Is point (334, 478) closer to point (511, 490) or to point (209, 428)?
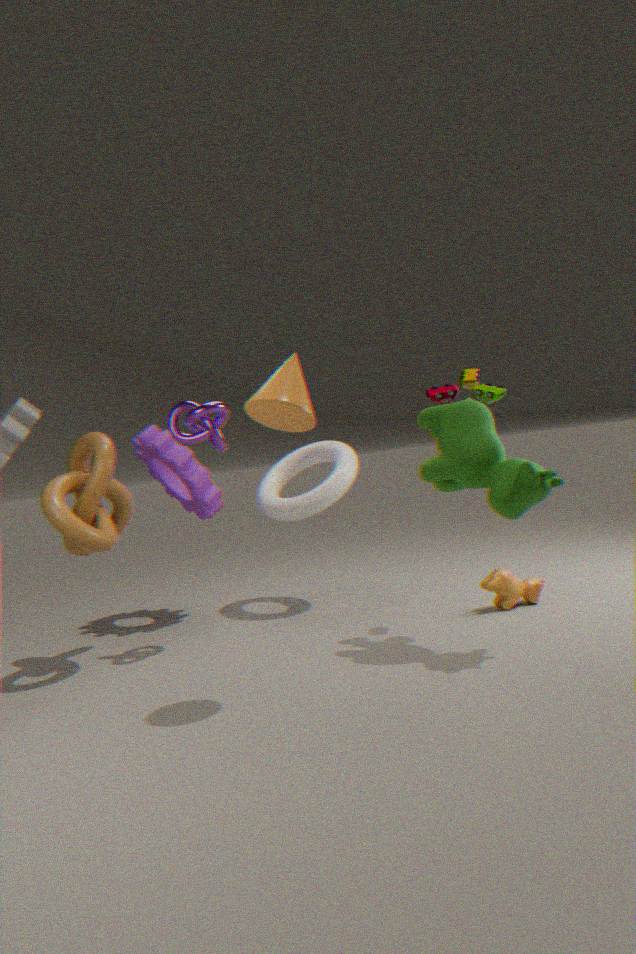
point (209, 428)
